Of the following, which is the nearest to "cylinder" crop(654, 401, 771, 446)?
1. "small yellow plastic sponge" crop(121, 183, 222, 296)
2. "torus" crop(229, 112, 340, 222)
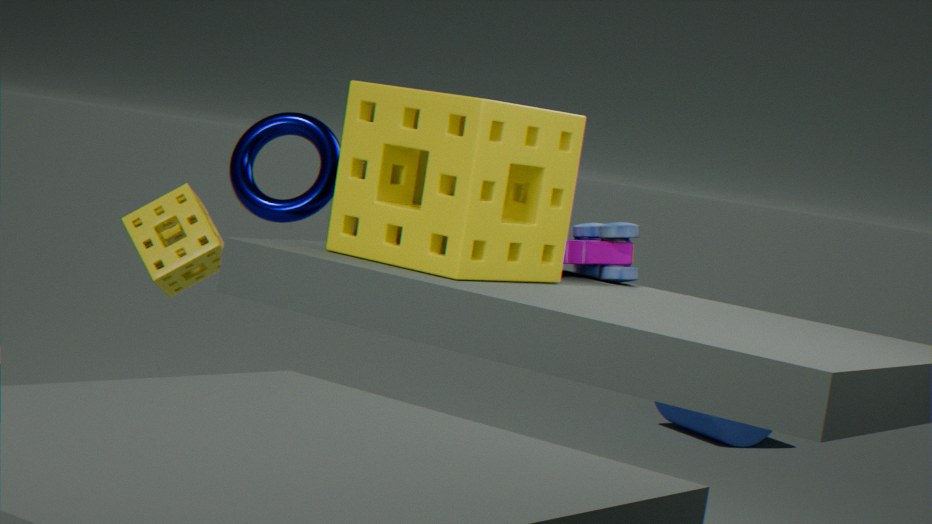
"small yellow plastic sponge" crop(121, 183, 222, 296)
